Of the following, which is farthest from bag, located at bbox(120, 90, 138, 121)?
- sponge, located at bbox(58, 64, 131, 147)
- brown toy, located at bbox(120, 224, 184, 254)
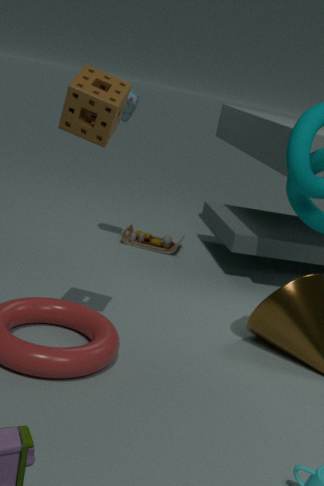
sponge, located at bbox(58, 64, 131, 147)
